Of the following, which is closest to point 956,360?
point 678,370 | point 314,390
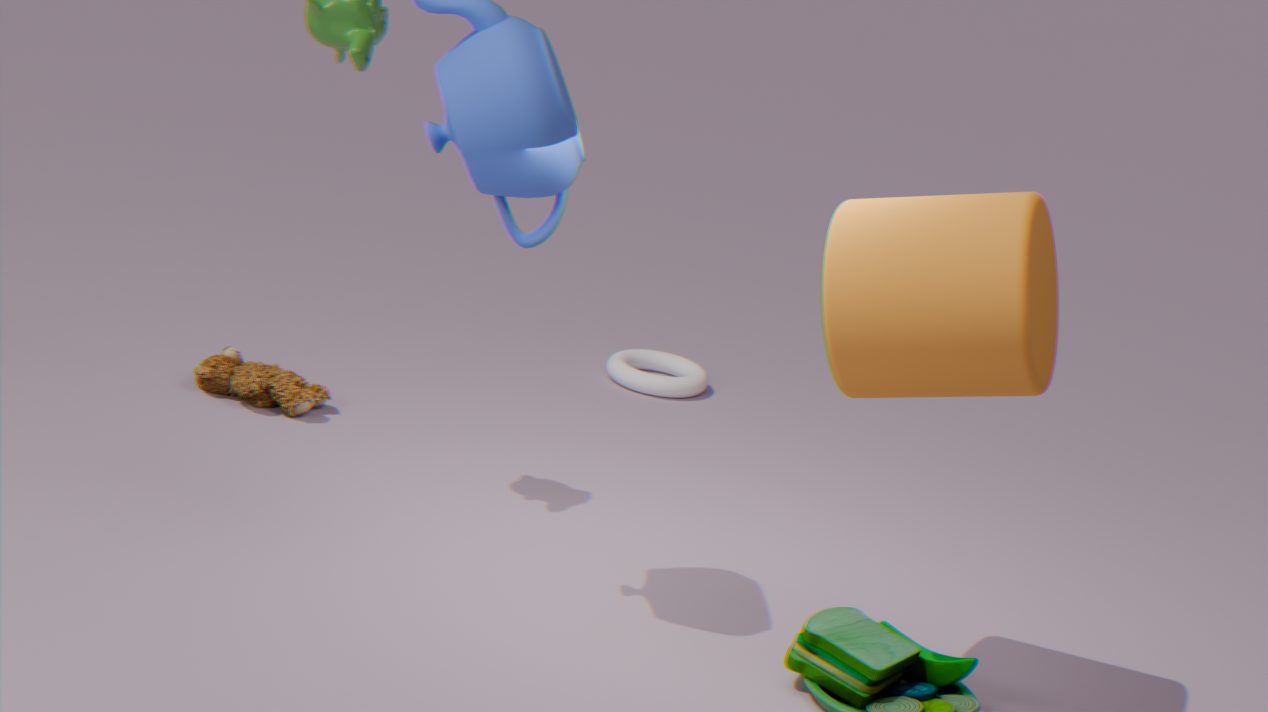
point 314,390
